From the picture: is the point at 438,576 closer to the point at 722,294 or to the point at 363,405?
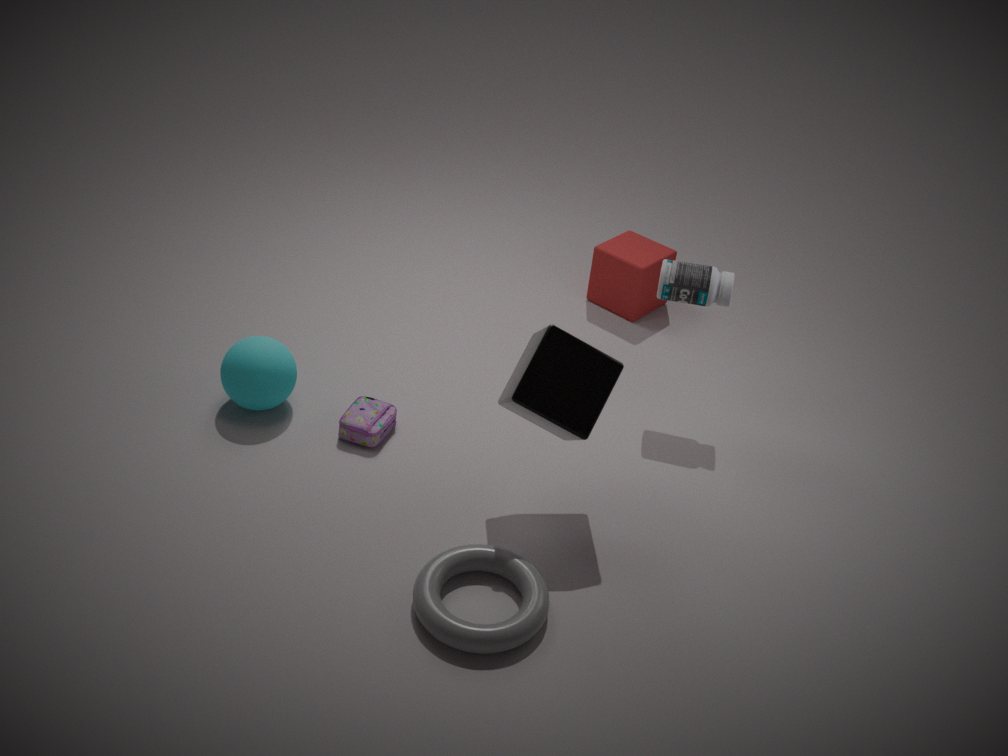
the point at 363,405
